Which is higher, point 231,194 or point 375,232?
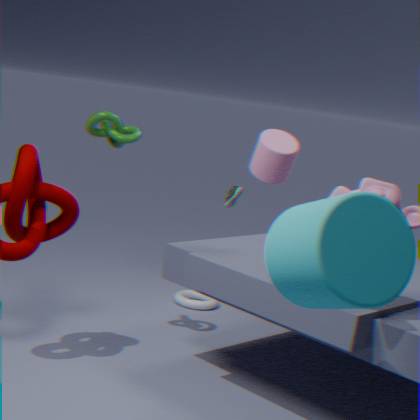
point 375,232
